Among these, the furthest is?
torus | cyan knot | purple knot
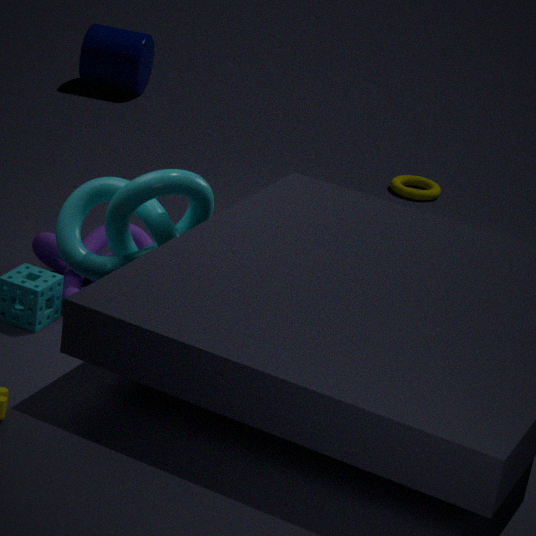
torus
